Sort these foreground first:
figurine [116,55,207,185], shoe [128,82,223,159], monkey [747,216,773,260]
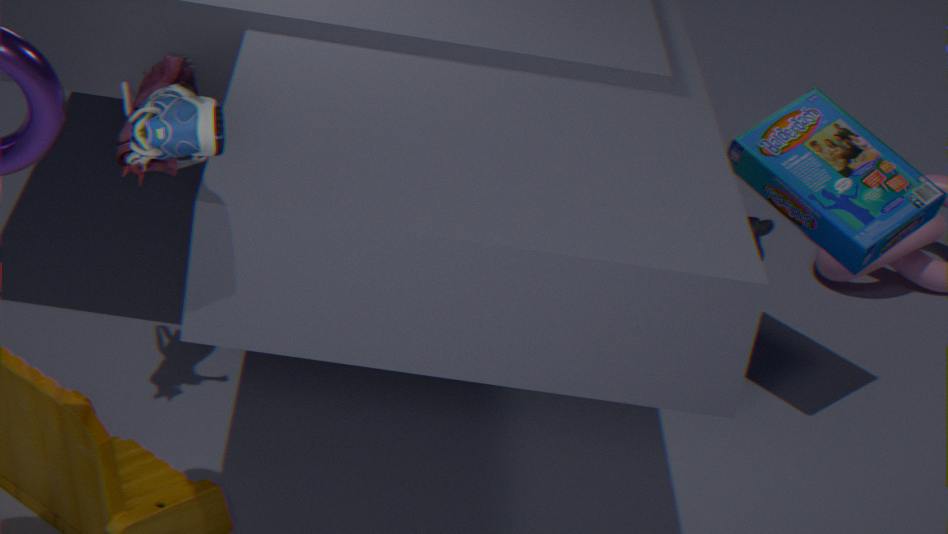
shoe [128,82,223,159]
figurine [116,55,207,185]
monkey [747,216,773,260]
